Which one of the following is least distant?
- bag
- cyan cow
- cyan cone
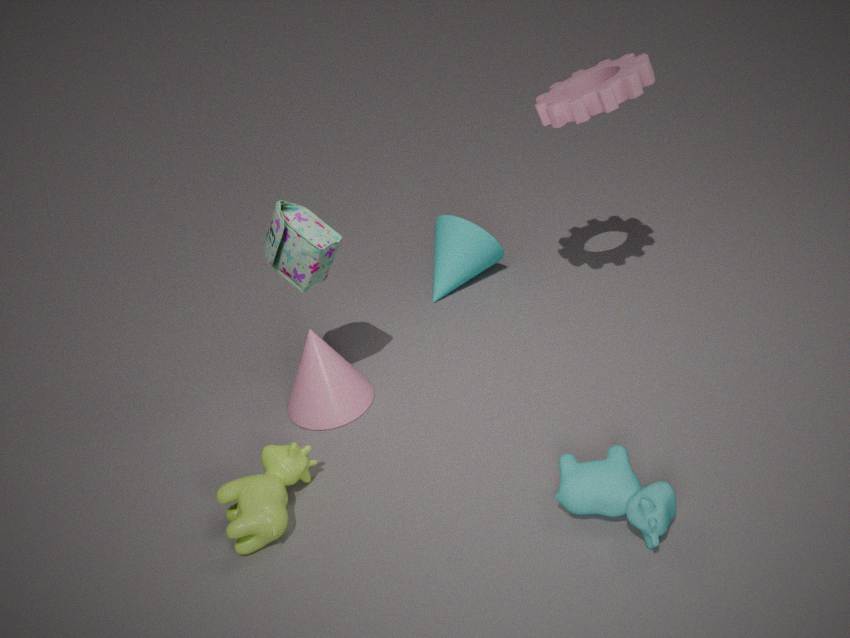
cyan cow
